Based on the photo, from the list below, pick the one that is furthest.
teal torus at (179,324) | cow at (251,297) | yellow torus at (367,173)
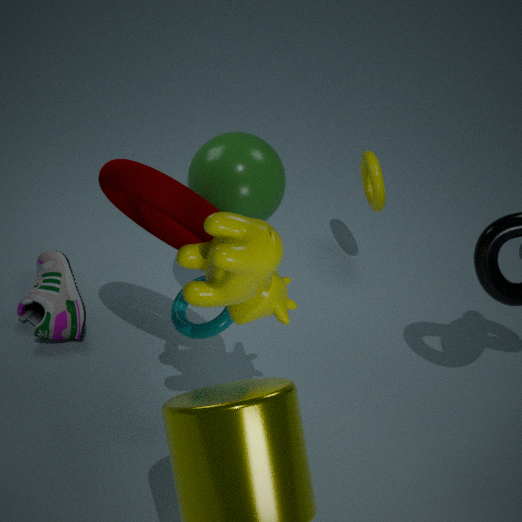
yellow torus at (367,173)
